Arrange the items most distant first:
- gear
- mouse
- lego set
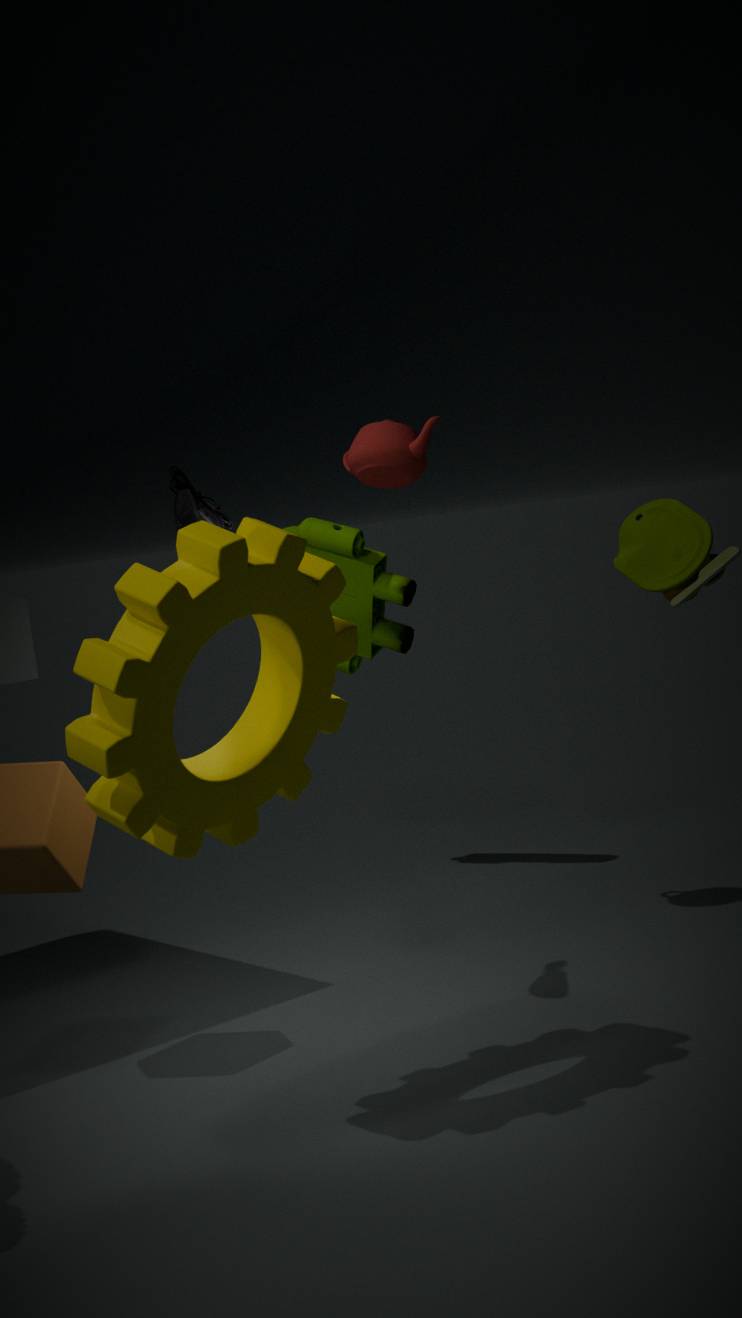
lego set → mouse → gear
